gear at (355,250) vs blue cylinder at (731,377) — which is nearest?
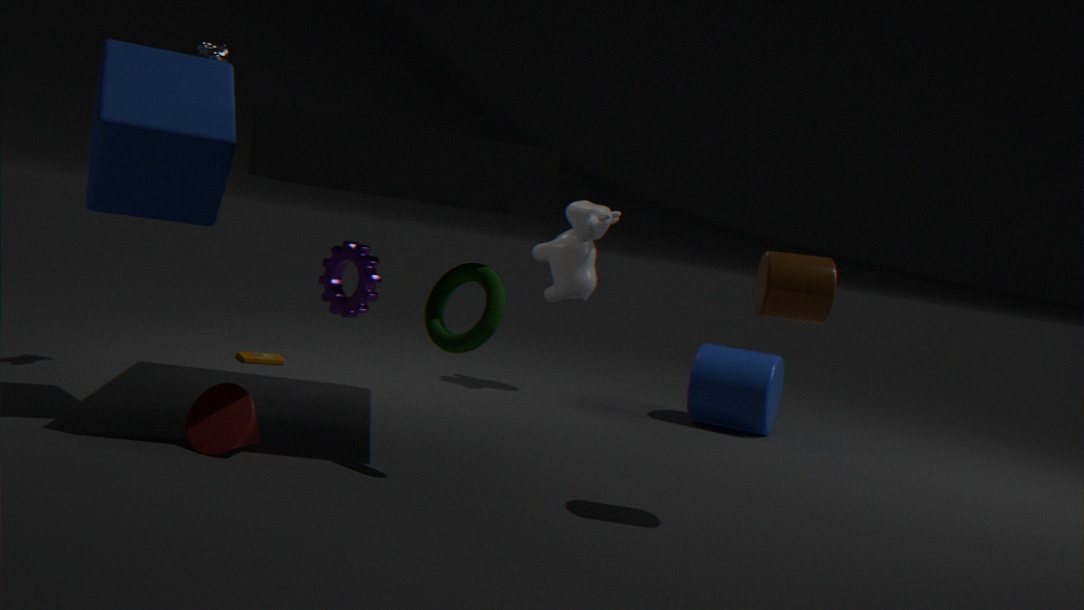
gear at (355,250)
